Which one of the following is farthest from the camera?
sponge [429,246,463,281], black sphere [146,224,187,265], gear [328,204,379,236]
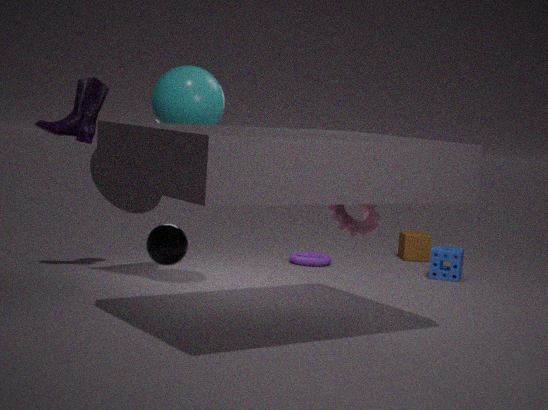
sponge [429,246,463,281]
